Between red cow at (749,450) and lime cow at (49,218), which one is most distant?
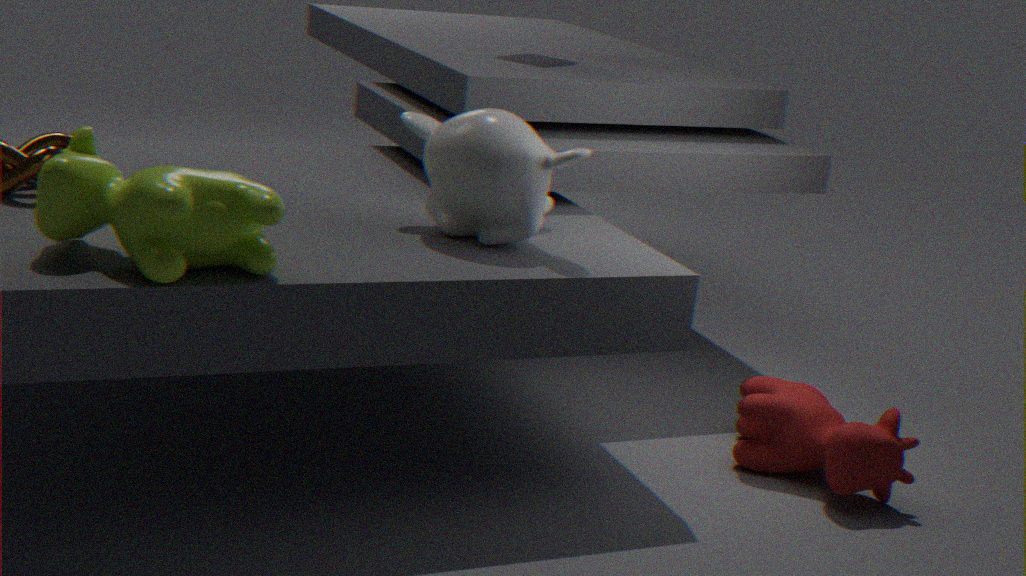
red cow at (749,450)
